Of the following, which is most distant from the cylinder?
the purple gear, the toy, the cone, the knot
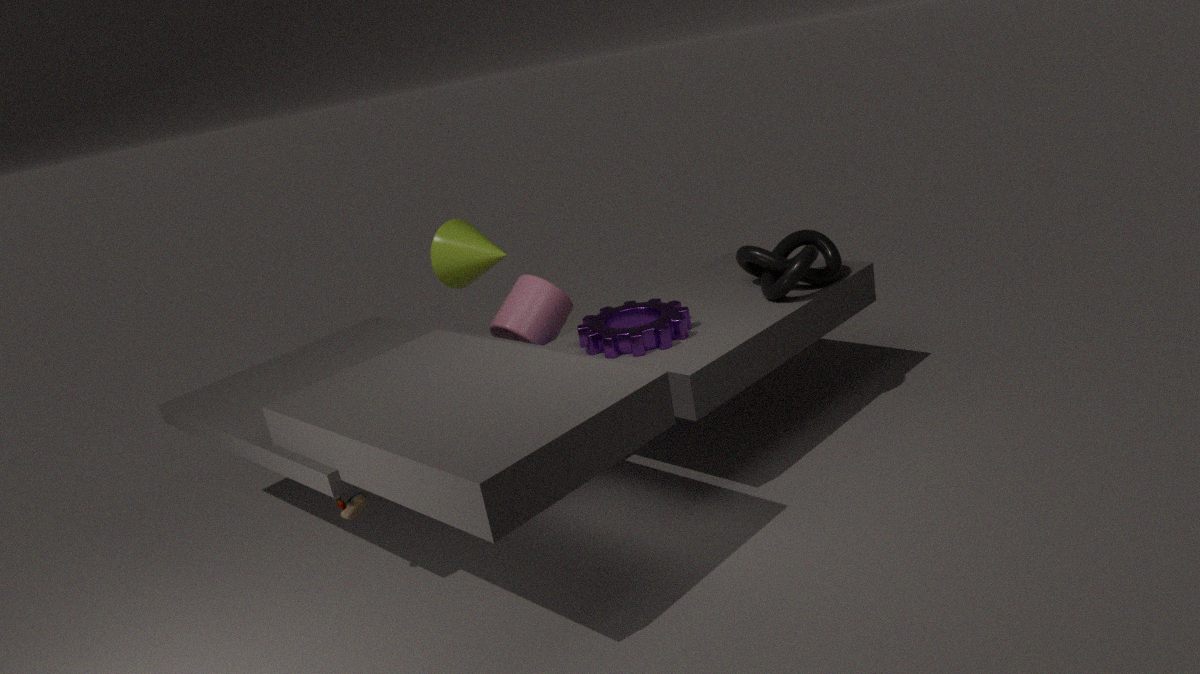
the toy
